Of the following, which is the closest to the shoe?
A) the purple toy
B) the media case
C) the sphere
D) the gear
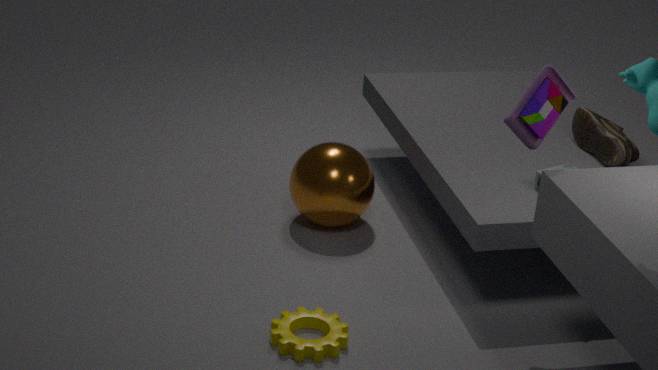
the media case
